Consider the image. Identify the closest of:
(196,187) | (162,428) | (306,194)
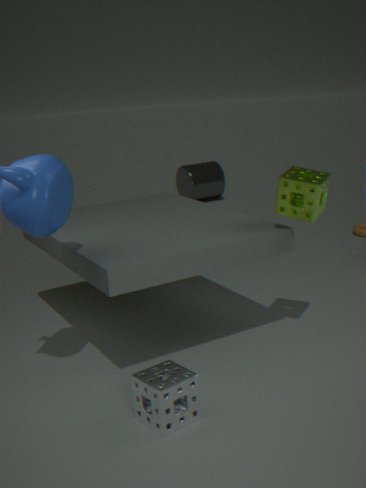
(162,428)
